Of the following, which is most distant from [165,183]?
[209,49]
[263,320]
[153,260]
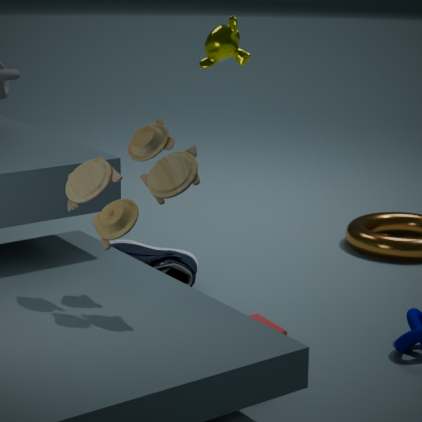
[209,49]
